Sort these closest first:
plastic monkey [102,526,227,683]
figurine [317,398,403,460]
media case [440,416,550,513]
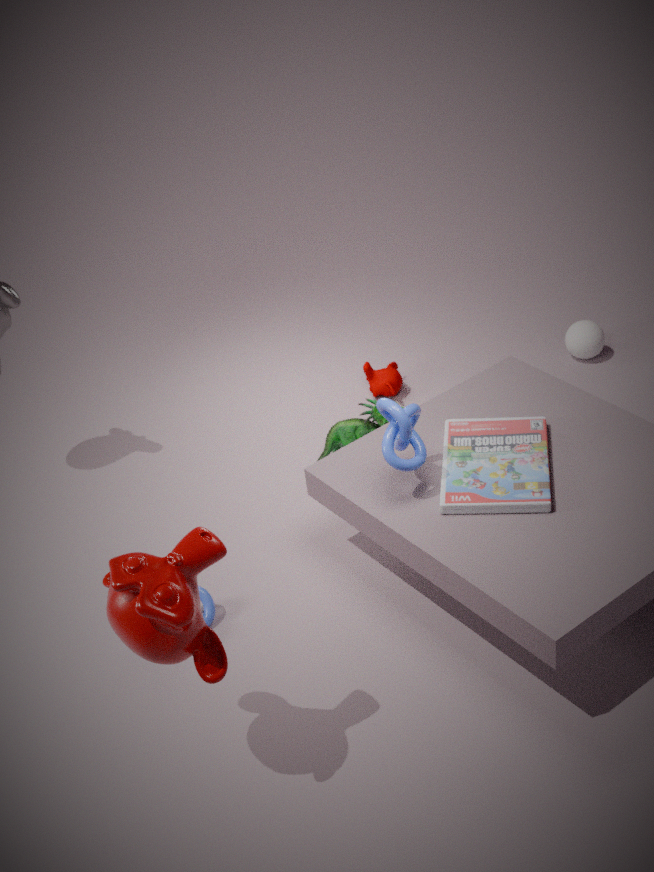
plastic monkey [102,526,227,683]
media case [440,416,550,513]
figurine [317,398,403,460]
